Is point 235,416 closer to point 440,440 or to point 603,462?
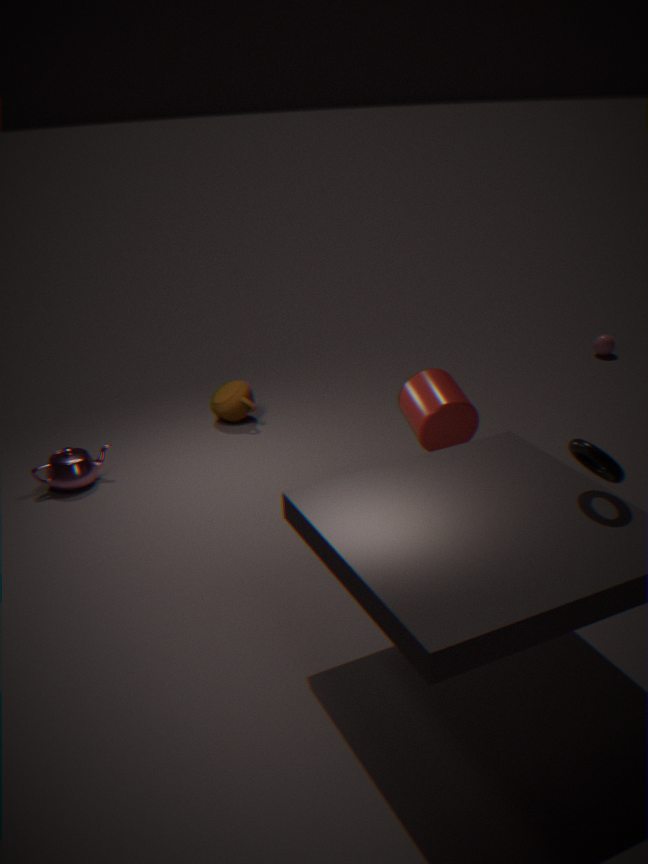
point 440,440
